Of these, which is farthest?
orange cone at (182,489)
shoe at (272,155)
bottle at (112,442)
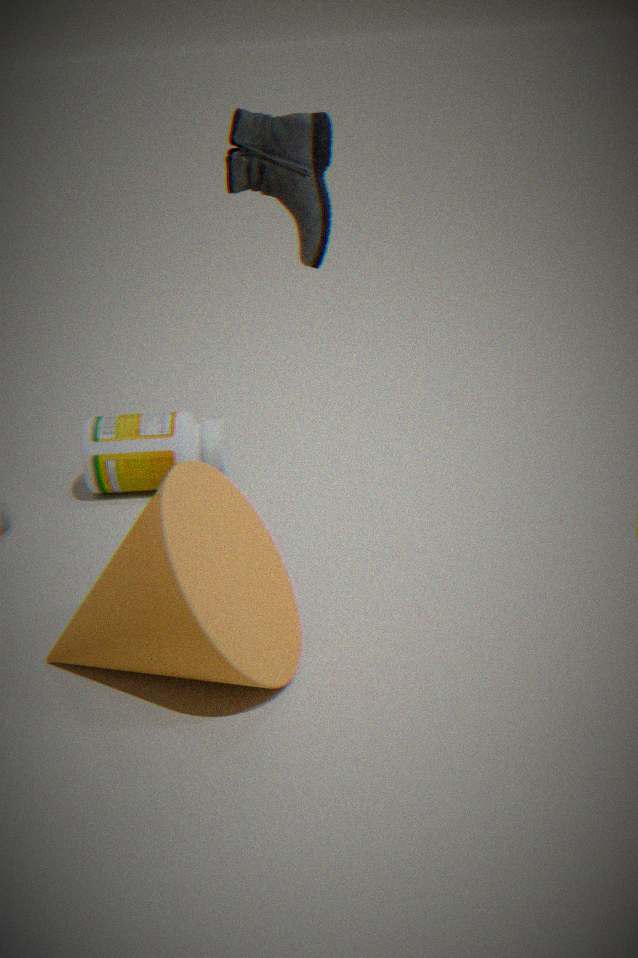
bottle at (112,442)
